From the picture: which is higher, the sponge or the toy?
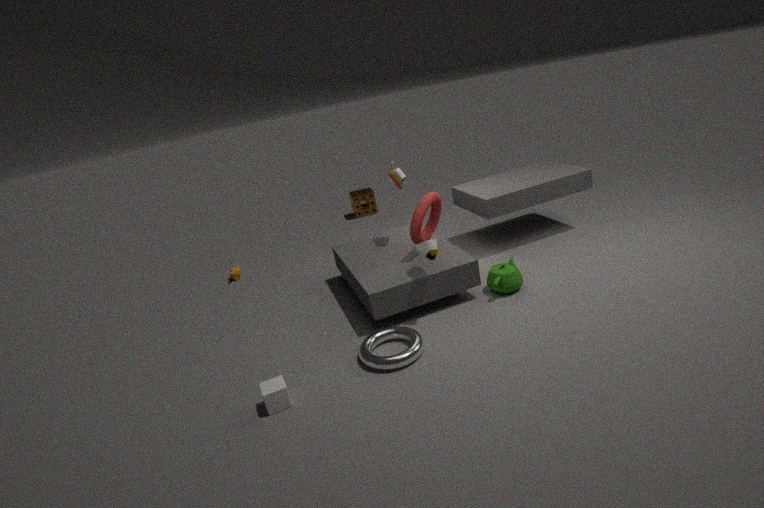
the toy
